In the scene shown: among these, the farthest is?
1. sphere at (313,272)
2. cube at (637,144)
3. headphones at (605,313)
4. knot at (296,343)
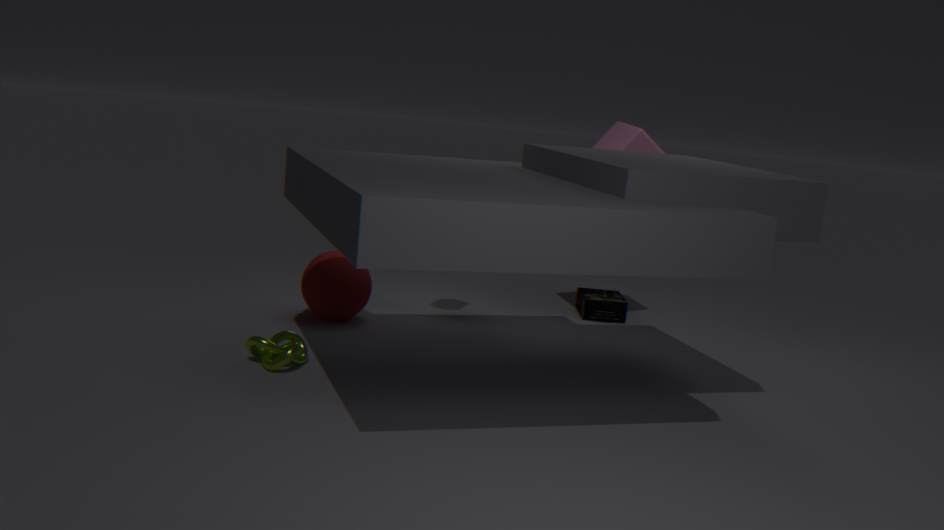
headphones at (605,313)
